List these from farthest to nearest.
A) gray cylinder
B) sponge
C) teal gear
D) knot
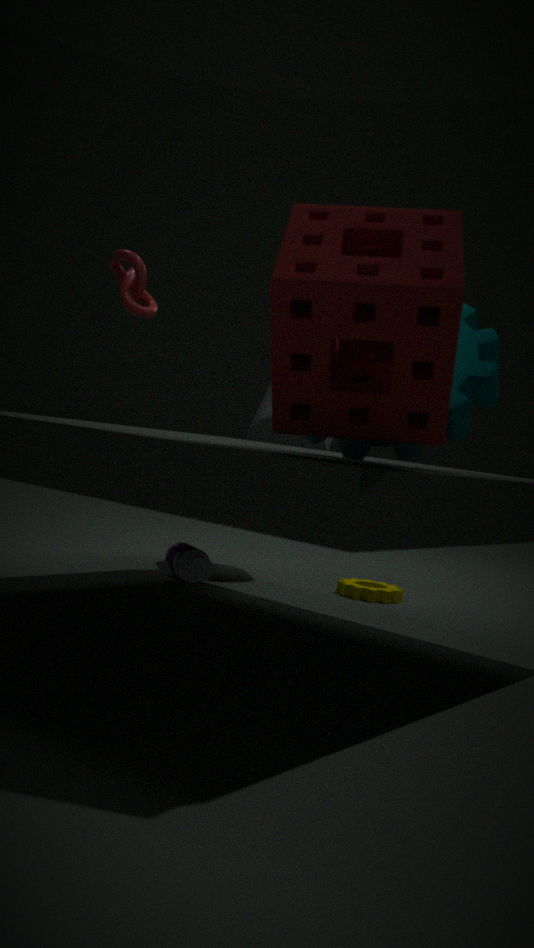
gray cylinder → knot → teal gear → sponge
